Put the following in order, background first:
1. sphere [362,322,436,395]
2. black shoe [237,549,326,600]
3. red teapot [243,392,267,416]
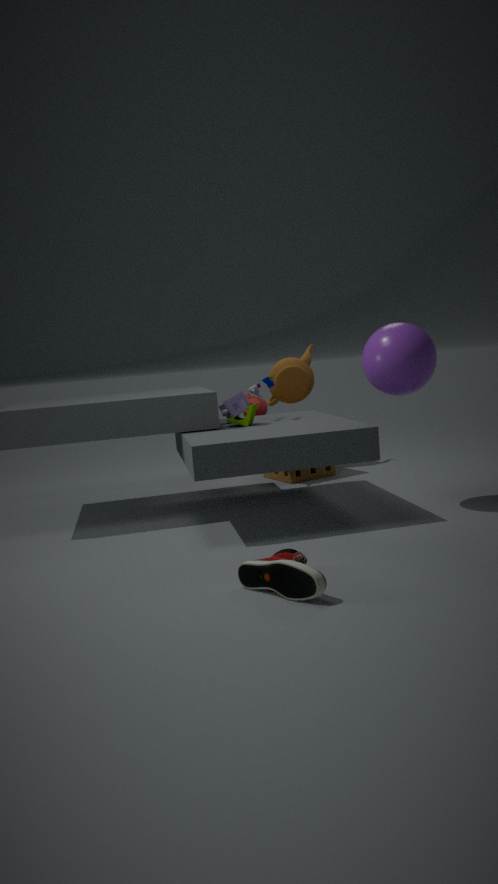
red teapot [243,392,267,416]
sphere [362,322,436,395]
black shoe [237,549,326,600]
